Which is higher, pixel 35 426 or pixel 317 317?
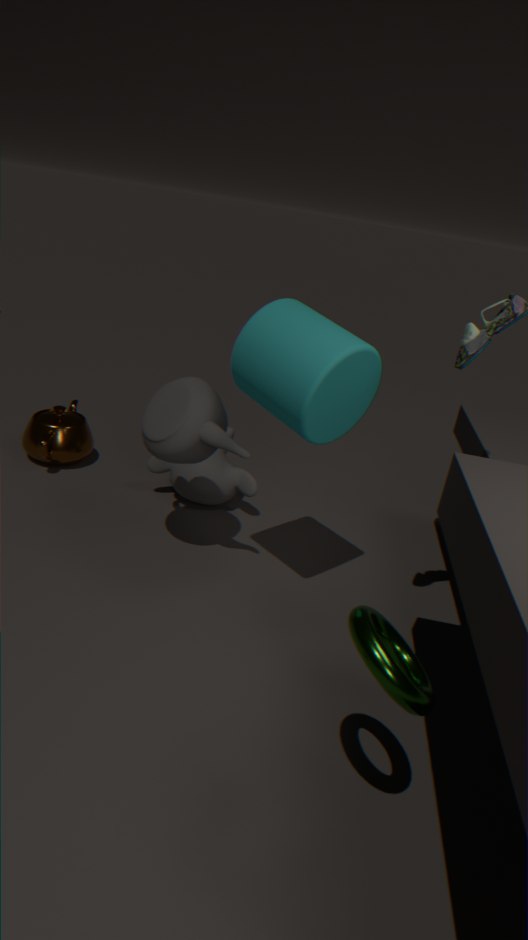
pixel 317 317
